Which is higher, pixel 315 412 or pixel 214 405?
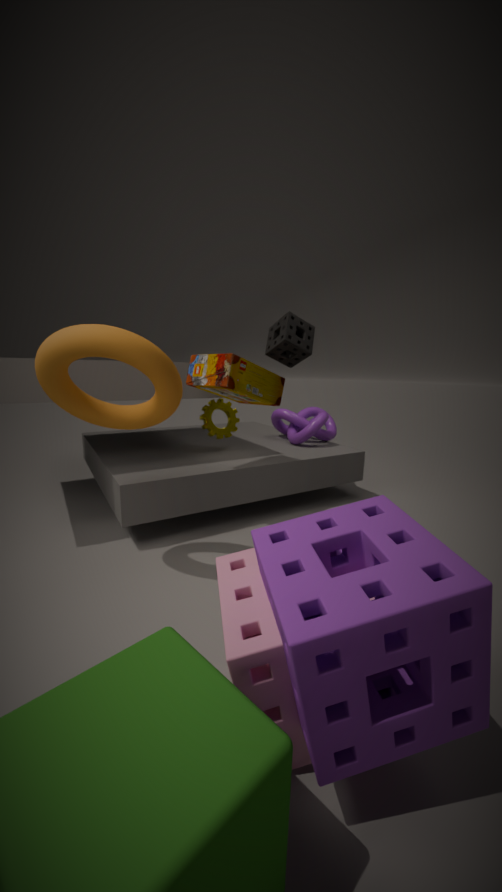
pixel 214 405
